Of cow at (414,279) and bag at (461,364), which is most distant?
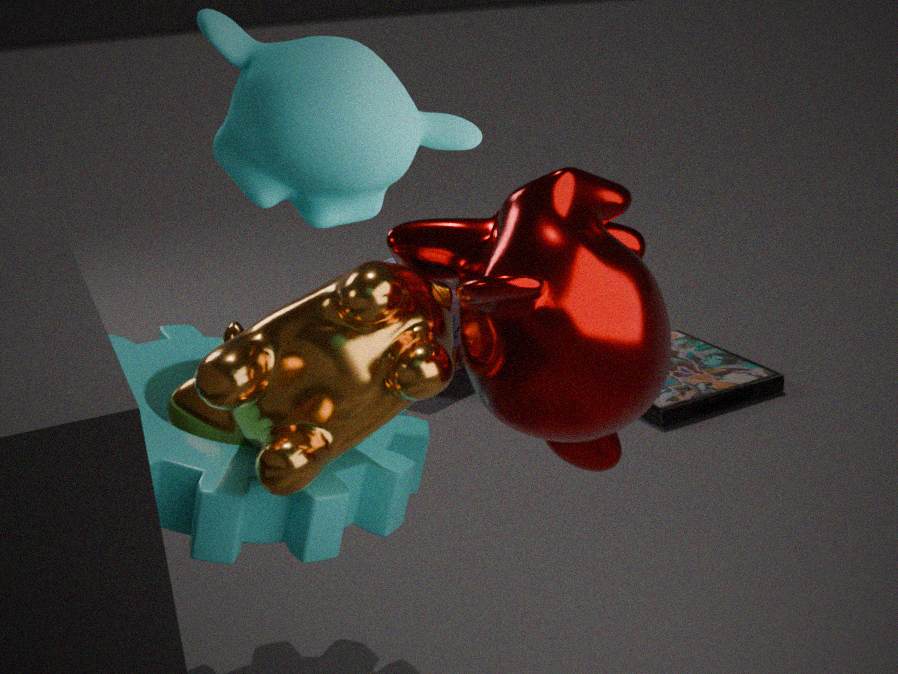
bag at (461,364)
